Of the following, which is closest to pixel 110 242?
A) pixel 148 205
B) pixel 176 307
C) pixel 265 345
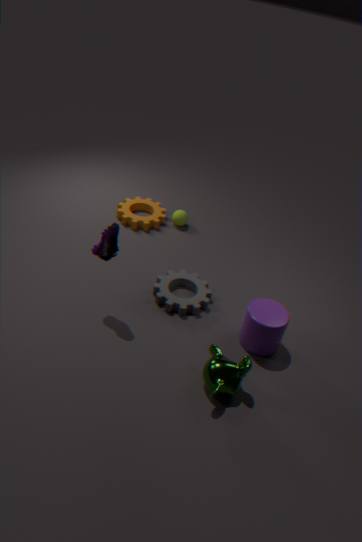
pixel 176 307
